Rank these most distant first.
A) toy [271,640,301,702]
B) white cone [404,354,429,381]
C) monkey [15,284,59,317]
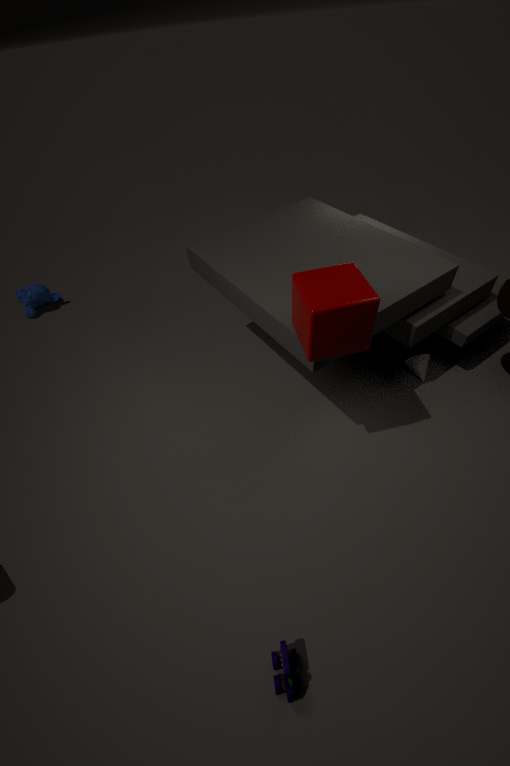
C. monkey [15,284,59,317] < B. white cone [404,354,429,381] < A. toy [271,640,301,702]
